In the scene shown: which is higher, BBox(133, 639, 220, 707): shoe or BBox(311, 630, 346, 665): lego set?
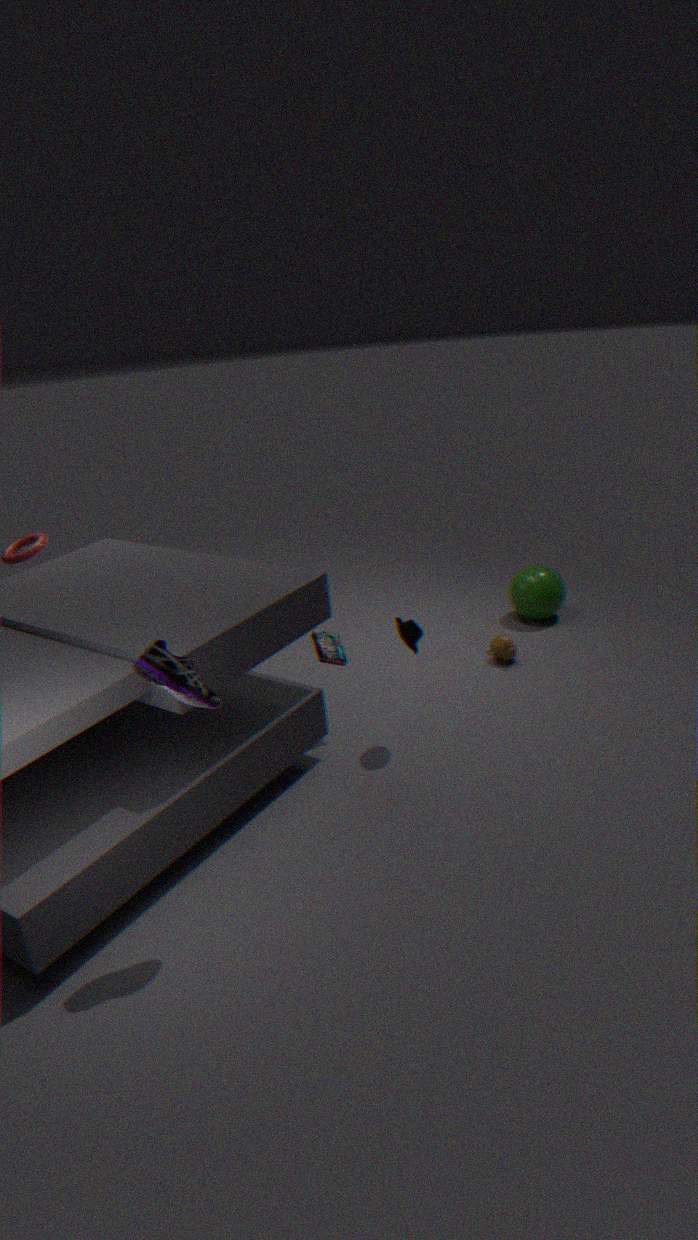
BBox(133, 639, 220, 707): shoe
